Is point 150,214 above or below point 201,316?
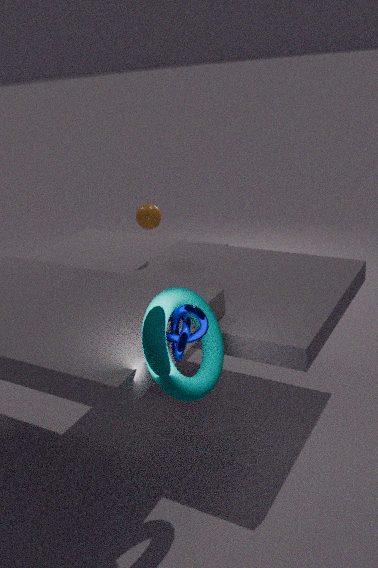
above
